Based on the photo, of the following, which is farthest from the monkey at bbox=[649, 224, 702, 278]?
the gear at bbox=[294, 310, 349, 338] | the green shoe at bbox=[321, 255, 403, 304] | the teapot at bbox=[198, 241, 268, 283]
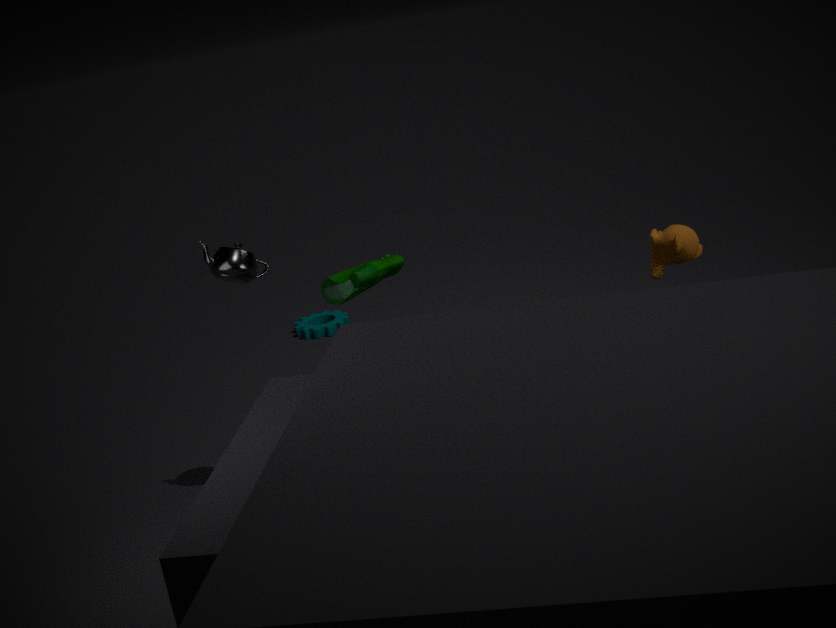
the gear at bbox=[294, 310, 349, 338]
